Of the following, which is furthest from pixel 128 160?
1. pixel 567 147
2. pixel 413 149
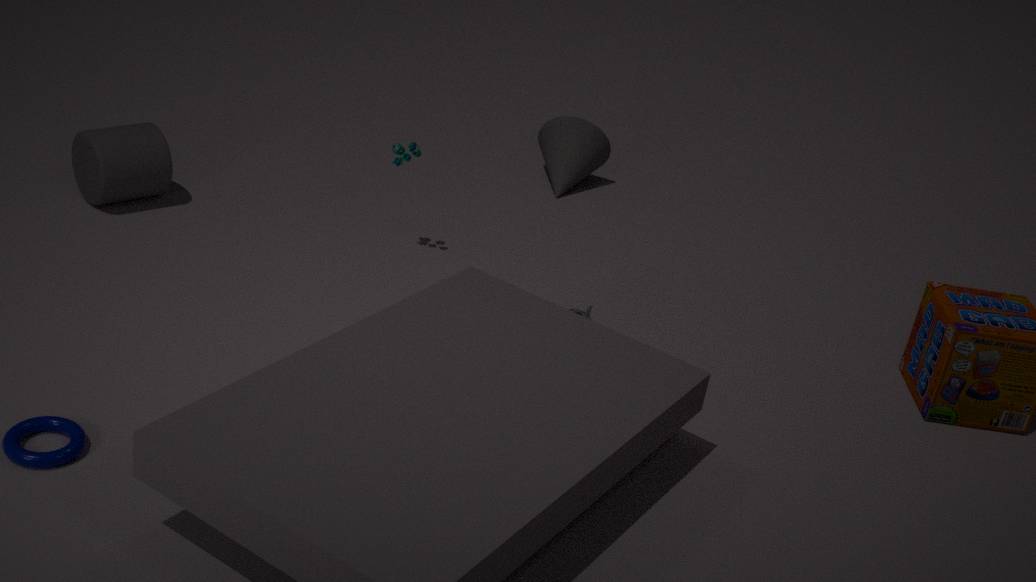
pixel 567 147
